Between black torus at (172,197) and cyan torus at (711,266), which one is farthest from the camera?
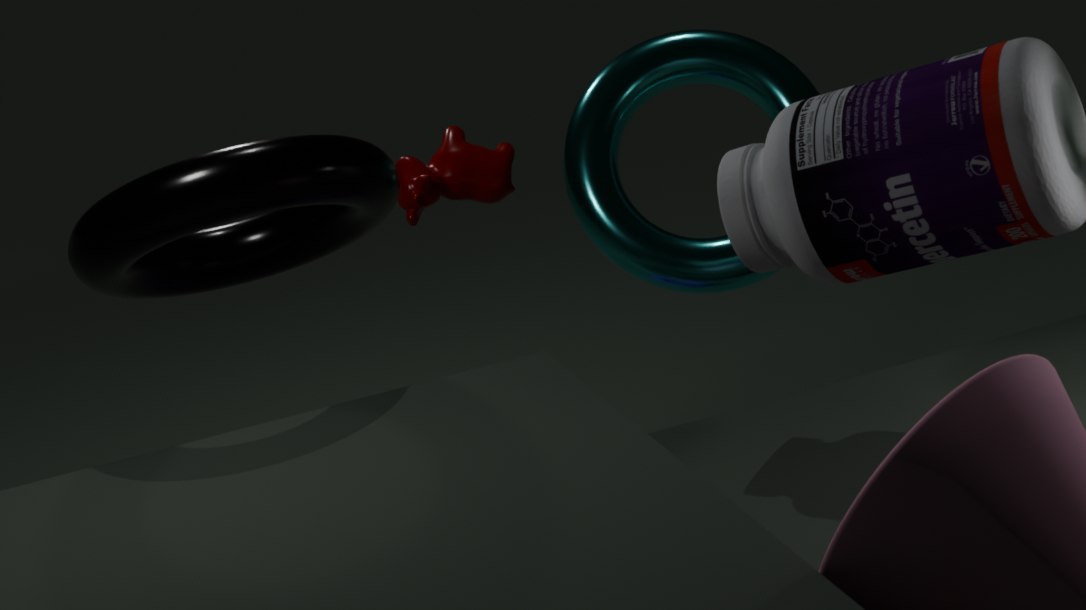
cyan torus at (711,266)
